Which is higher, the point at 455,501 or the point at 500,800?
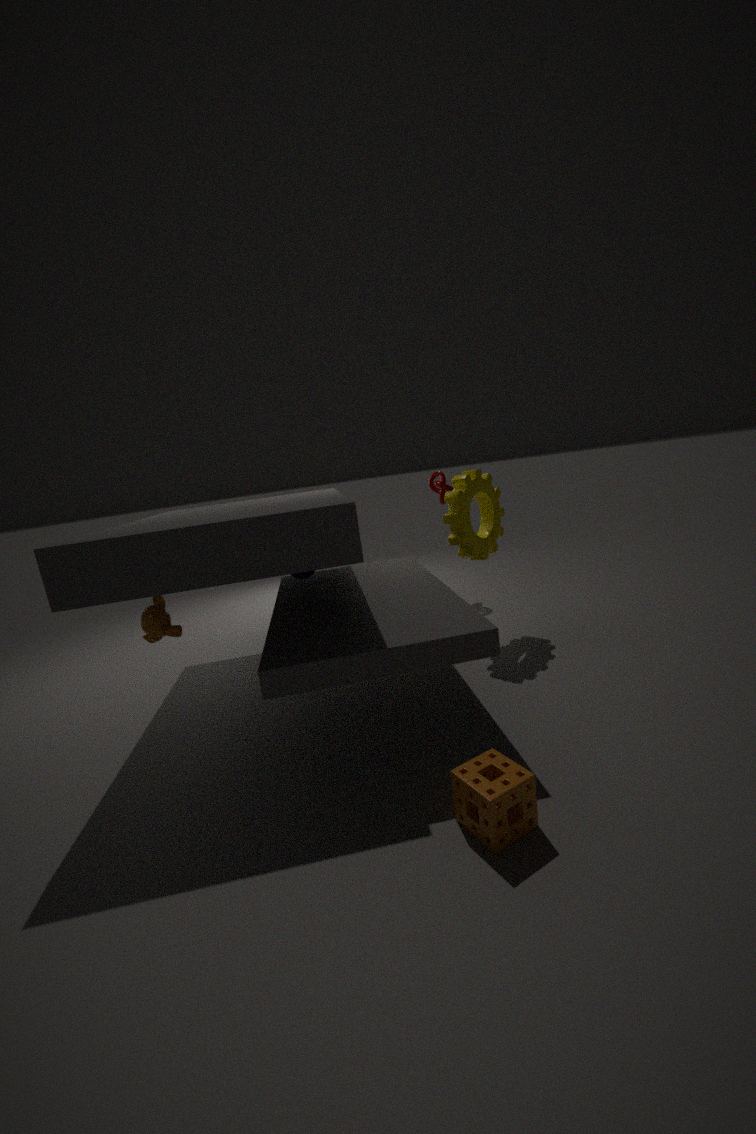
the point at 455,501
